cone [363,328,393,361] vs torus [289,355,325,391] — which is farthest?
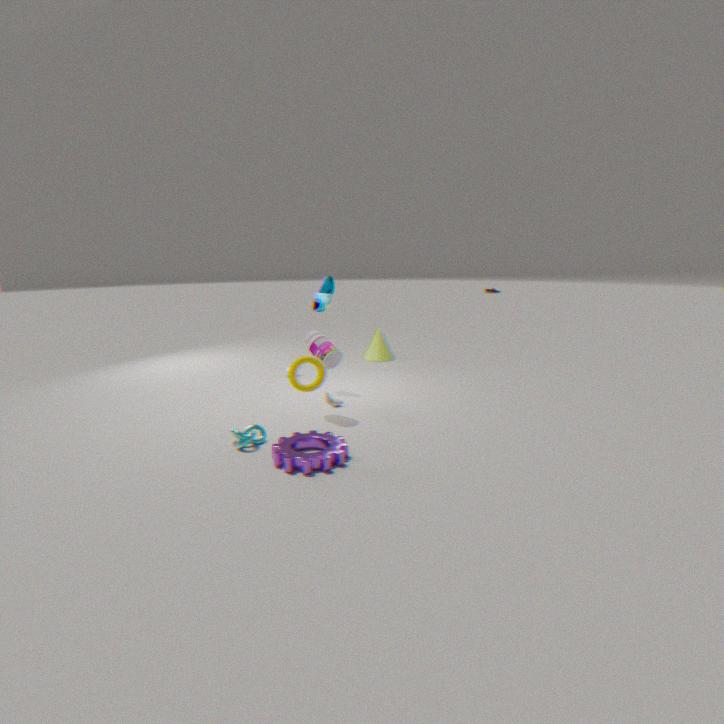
cone [363,328,393,361]
